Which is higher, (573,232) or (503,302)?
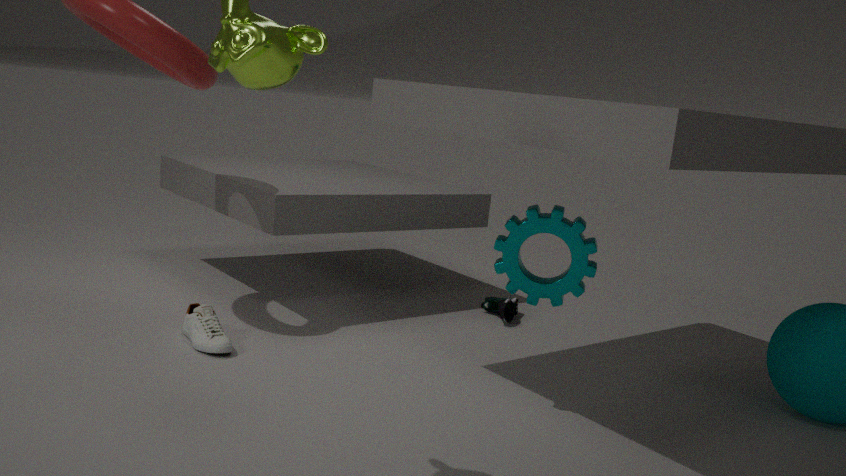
(573,232)
